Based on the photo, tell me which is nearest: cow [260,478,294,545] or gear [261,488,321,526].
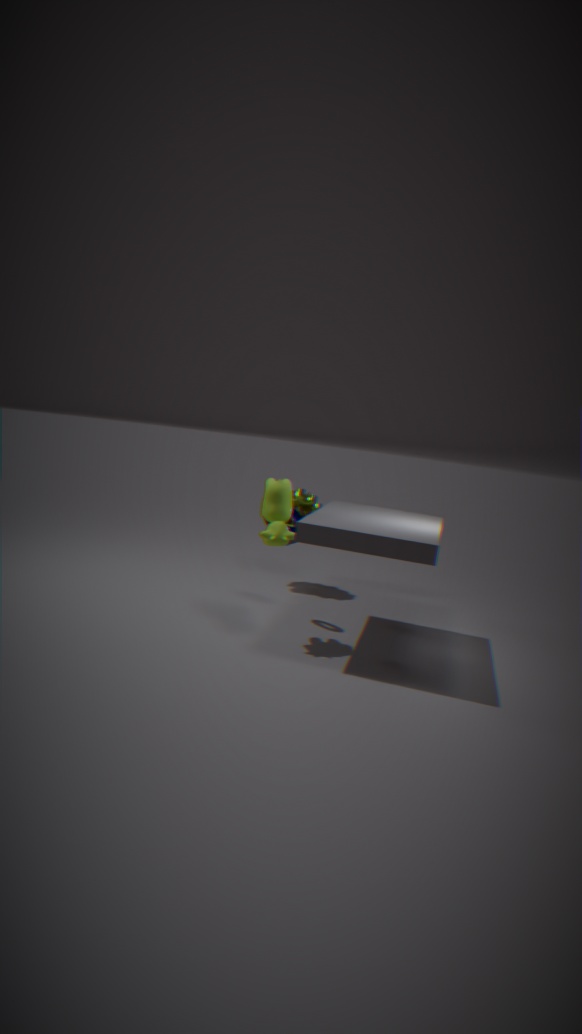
cow [260,478,294,545]
